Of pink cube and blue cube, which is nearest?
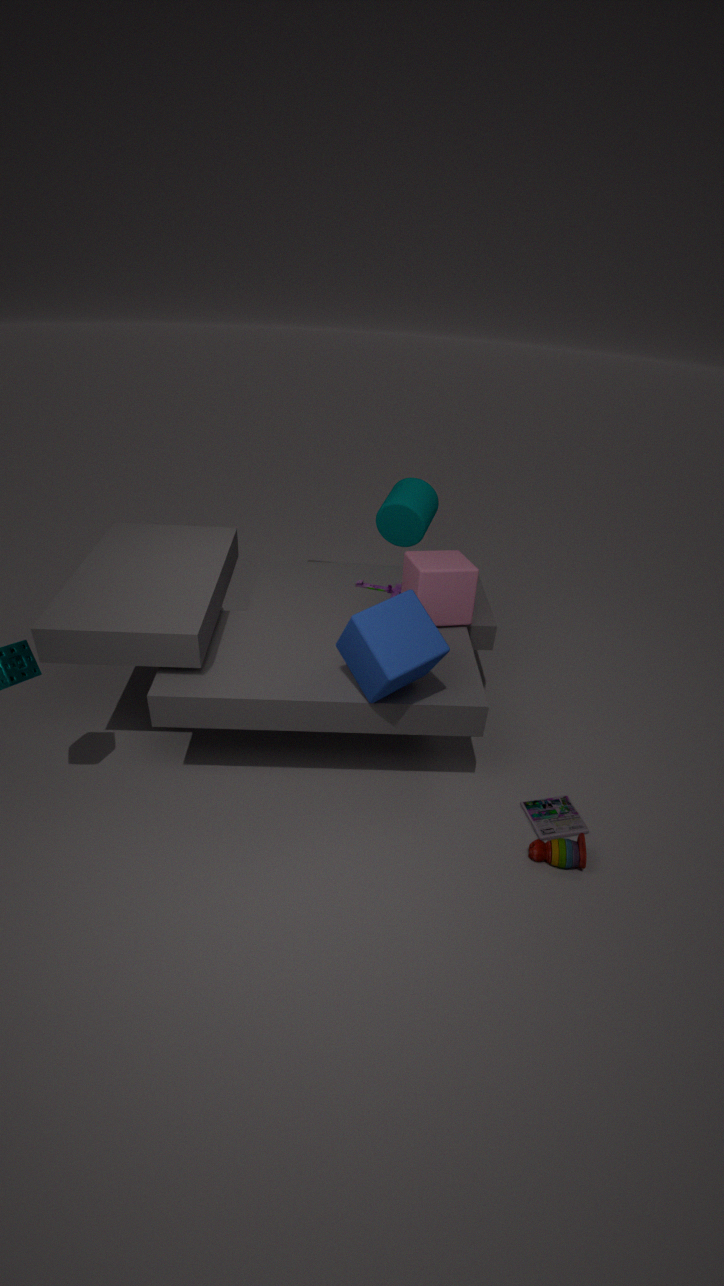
blue cube
